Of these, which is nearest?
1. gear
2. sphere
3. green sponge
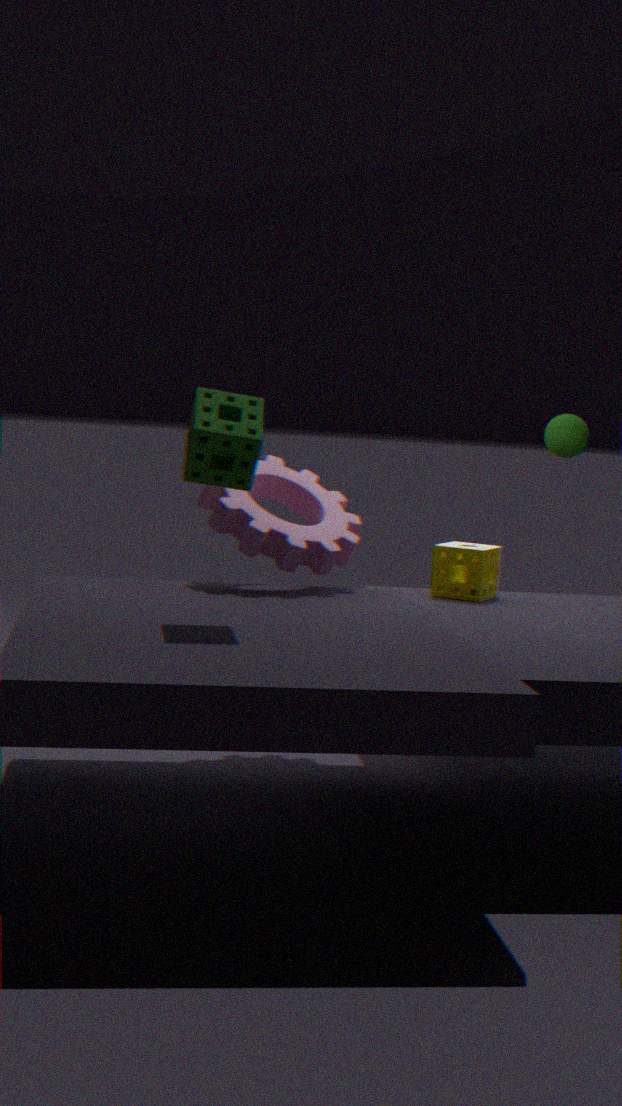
green sponge
